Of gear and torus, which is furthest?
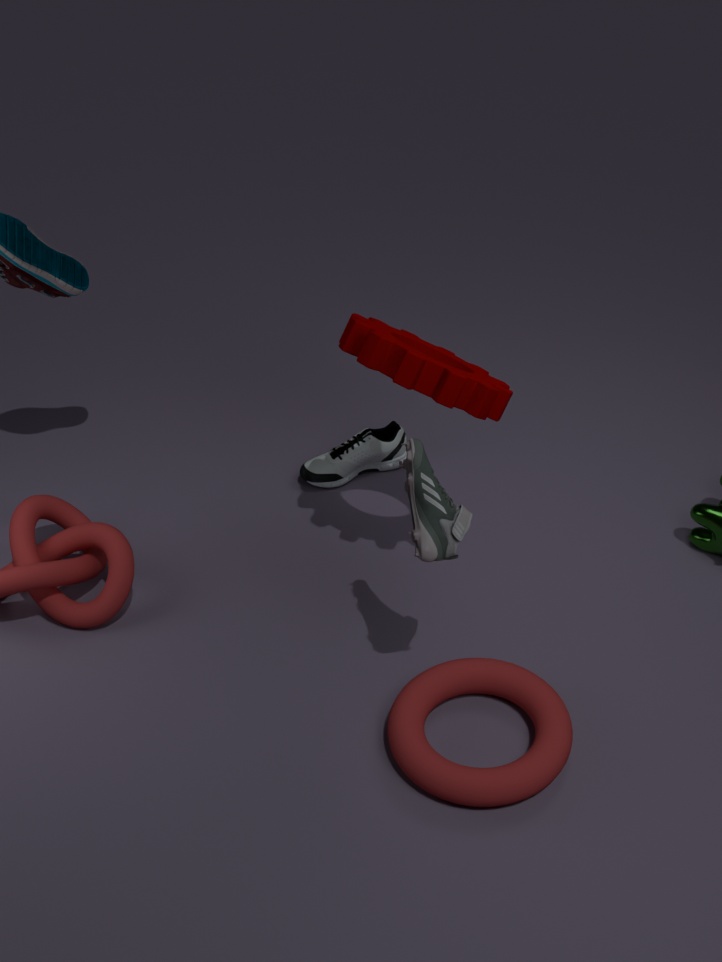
gear
